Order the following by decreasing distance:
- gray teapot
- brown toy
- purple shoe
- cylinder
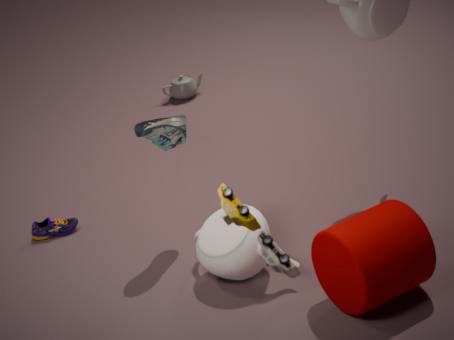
1. gray teapot
2. purple shoe
3. cylinder
4. brown toy
